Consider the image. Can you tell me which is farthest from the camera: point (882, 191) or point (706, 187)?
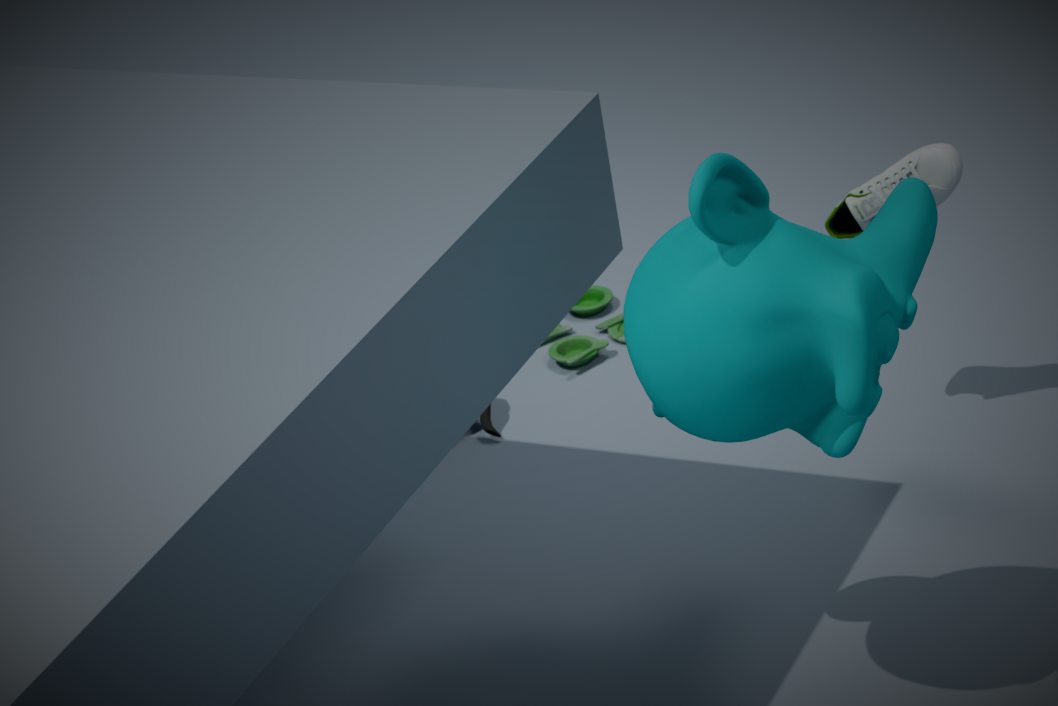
point (882, 191)
